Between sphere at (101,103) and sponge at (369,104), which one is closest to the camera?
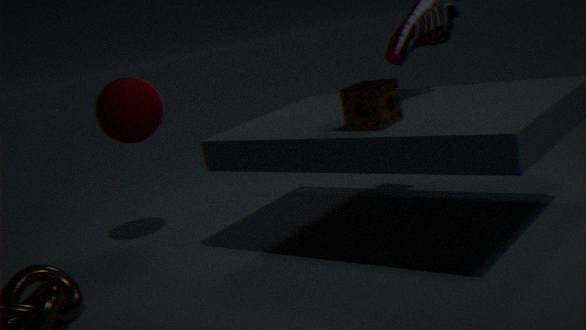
sponge at (369,104)
